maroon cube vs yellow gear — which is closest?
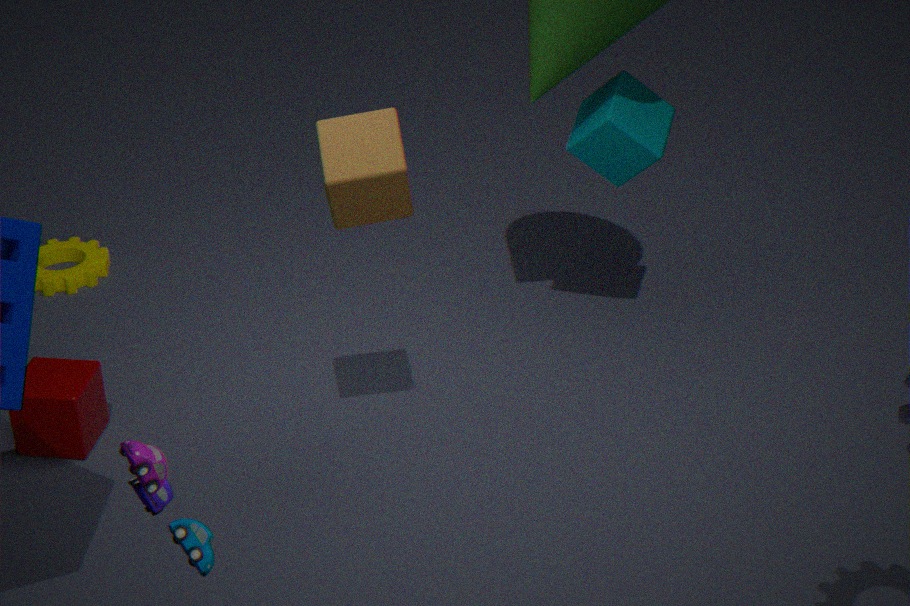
maroon cube
